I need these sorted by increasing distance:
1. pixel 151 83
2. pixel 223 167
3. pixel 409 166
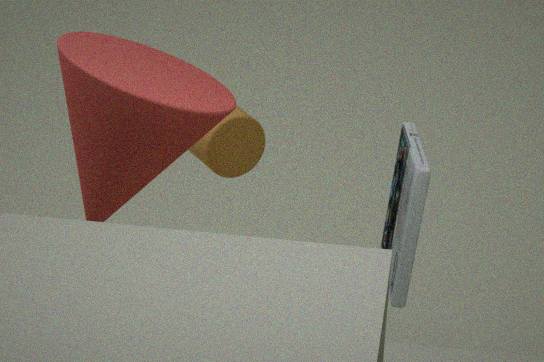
pixel 151 83 < pixel 223 167 < pixel 409 166
